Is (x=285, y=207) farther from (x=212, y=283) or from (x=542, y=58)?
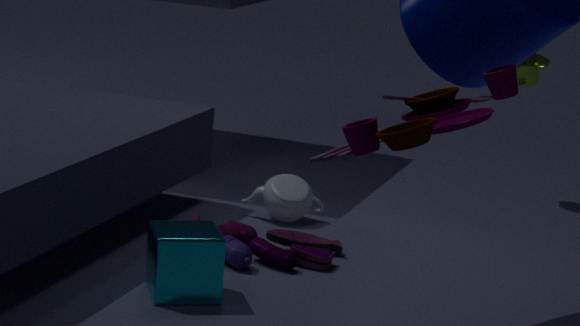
(x=542, y=58)
